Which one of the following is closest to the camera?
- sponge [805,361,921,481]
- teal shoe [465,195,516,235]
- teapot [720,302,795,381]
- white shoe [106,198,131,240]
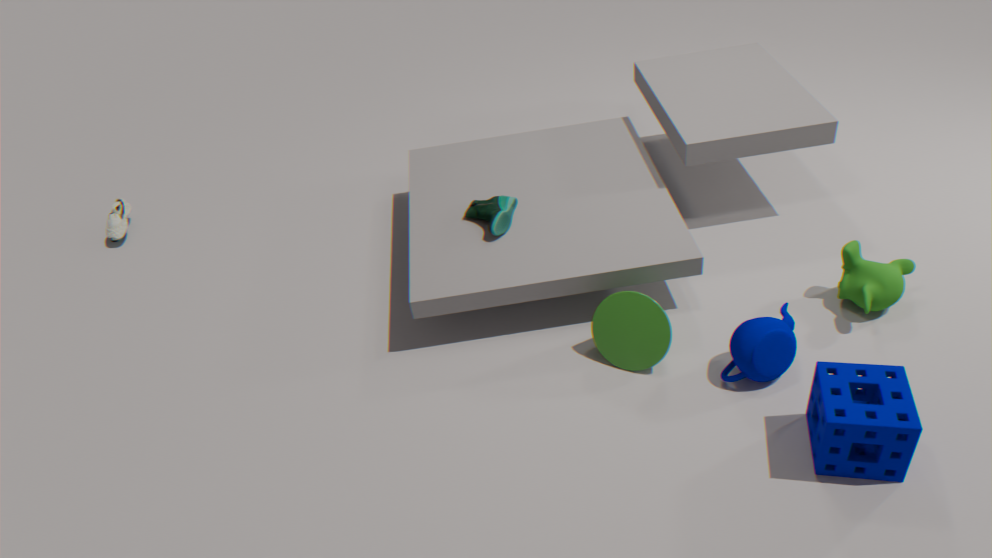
sponge [805,361,921,481]
